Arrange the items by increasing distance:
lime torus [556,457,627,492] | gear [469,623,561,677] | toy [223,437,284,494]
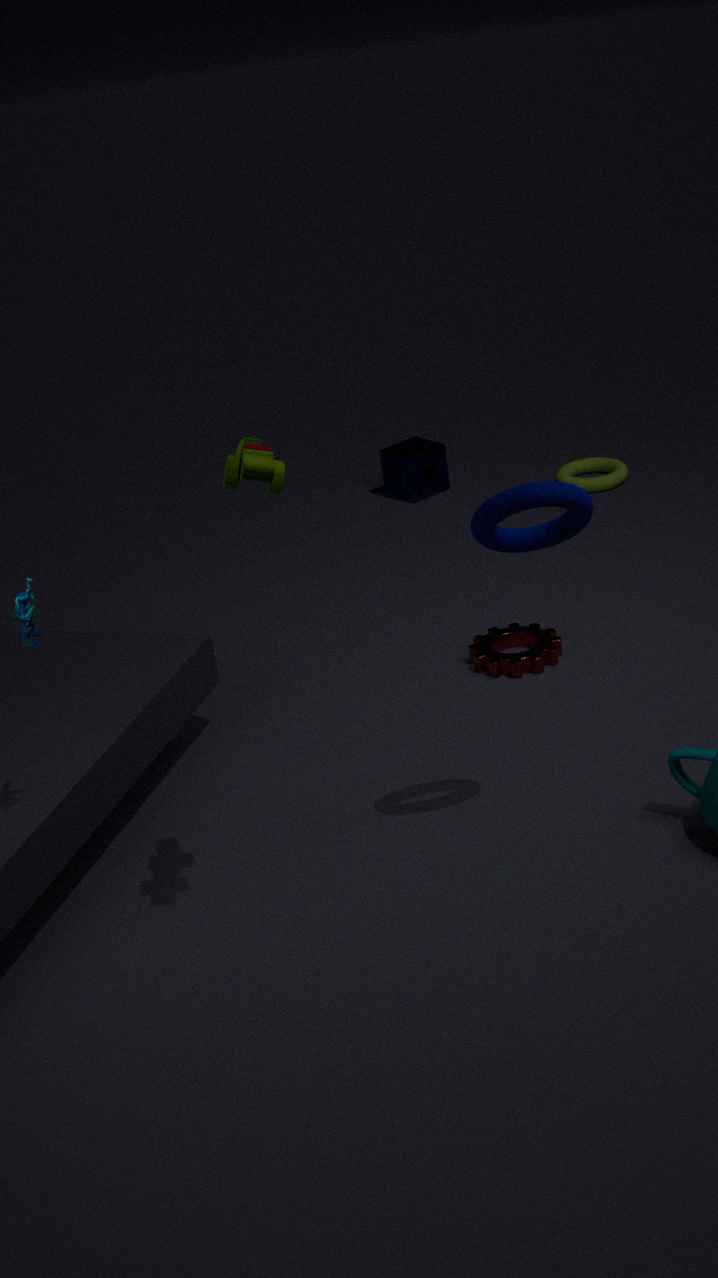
toy [223,437,284,494] → gear [469,623,561,677] → lime torus [556,457,627,492]
